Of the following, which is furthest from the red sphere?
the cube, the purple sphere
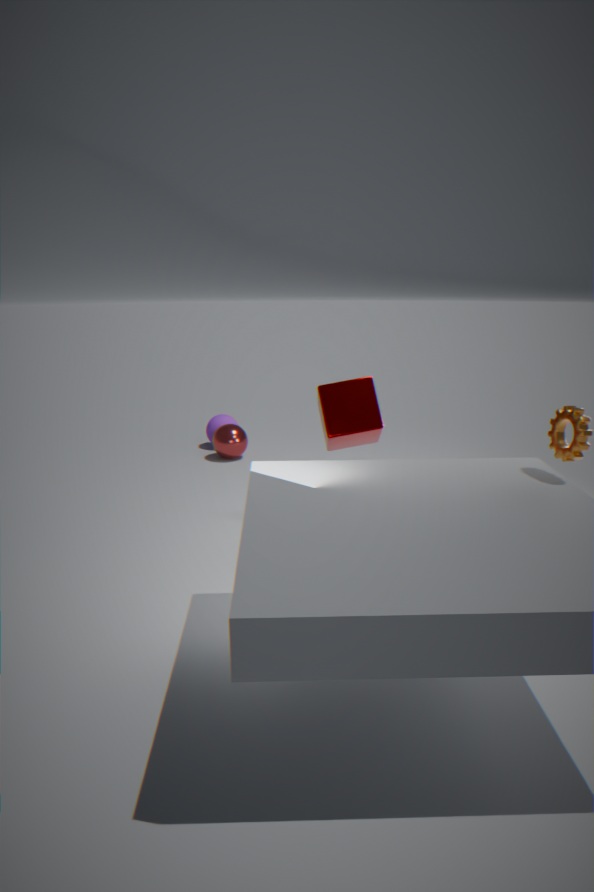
the cube
